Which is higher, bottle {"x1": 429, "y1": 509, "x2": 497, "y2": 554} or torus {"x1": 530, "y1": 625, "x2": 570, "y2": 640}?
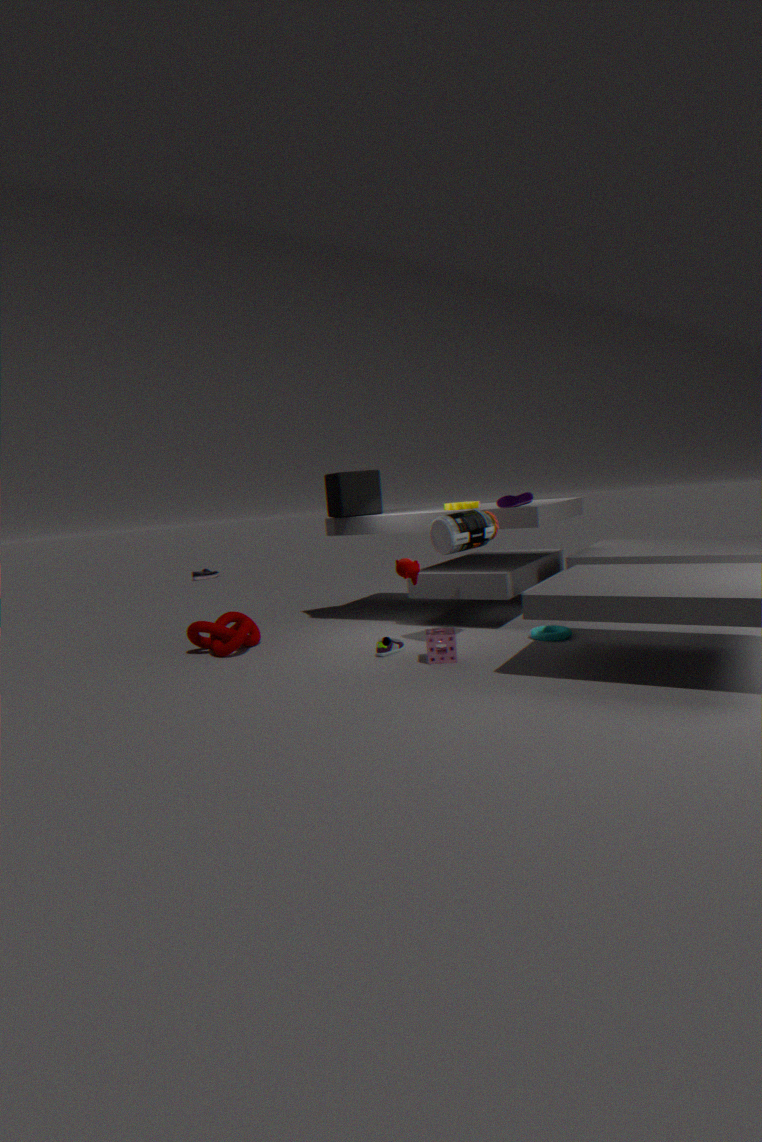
bottle {"x1": 429, "y1": 509, "x2": 497, "y2": 554}
